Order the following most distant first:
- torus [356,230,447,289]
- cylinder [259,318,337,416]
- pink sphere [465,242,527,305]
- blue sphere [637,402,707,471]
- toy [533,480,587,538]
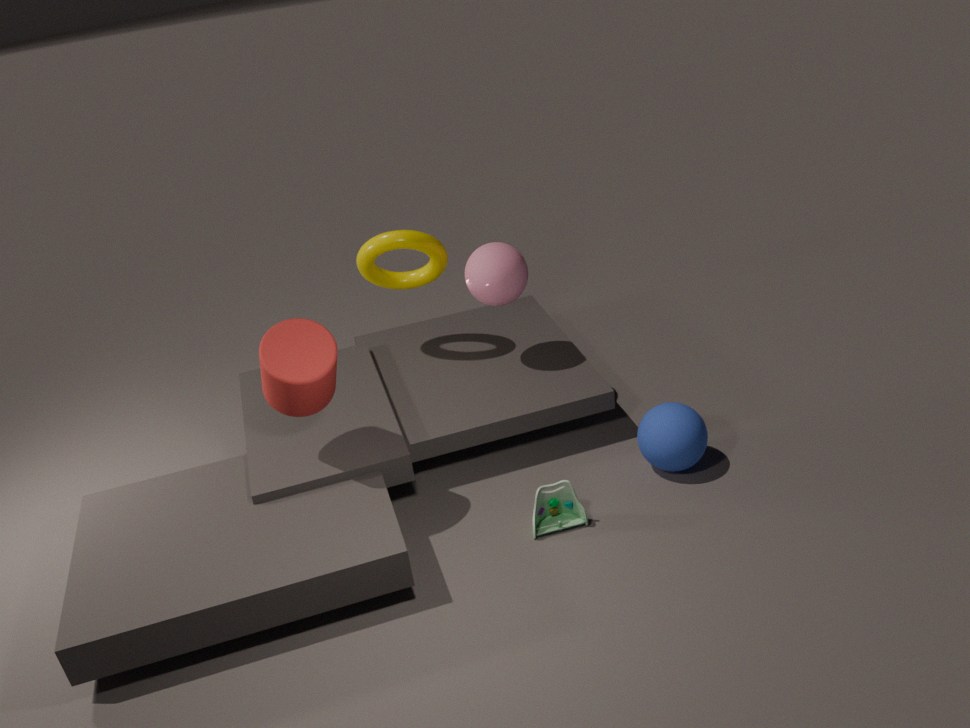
torus [356,230,447,289]
pink sphere [465,242,527,305]
blue sphere [637,402,707,471]
toy [533,480,587,538]
cylinder [259,318,337,416]
